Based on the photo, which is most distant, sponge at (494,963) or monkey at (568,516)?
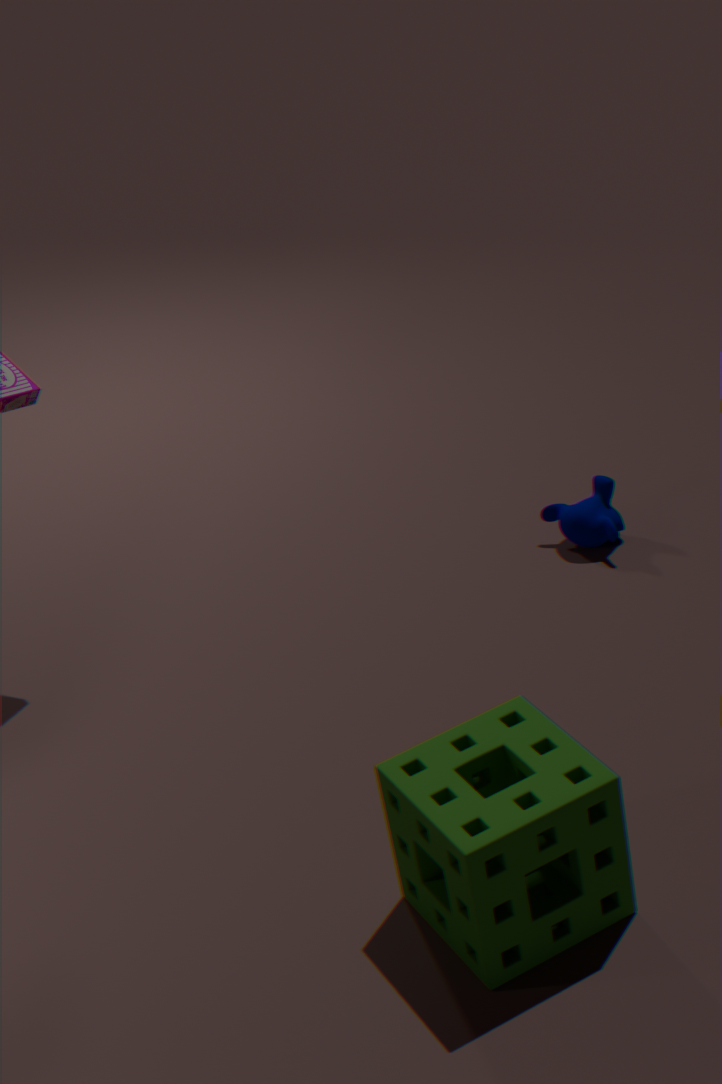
monkey at (568,516)
